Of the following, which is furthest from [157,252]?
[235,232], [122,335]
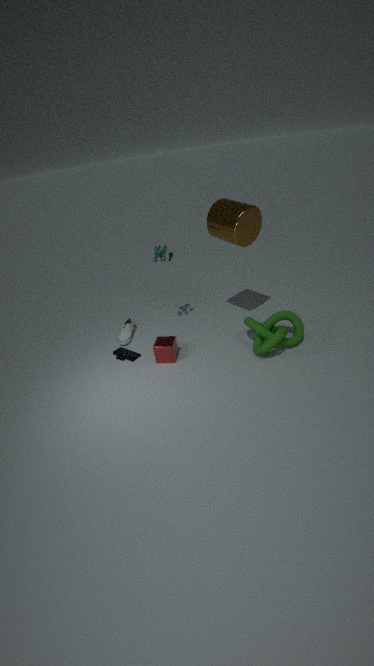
[122,335]
